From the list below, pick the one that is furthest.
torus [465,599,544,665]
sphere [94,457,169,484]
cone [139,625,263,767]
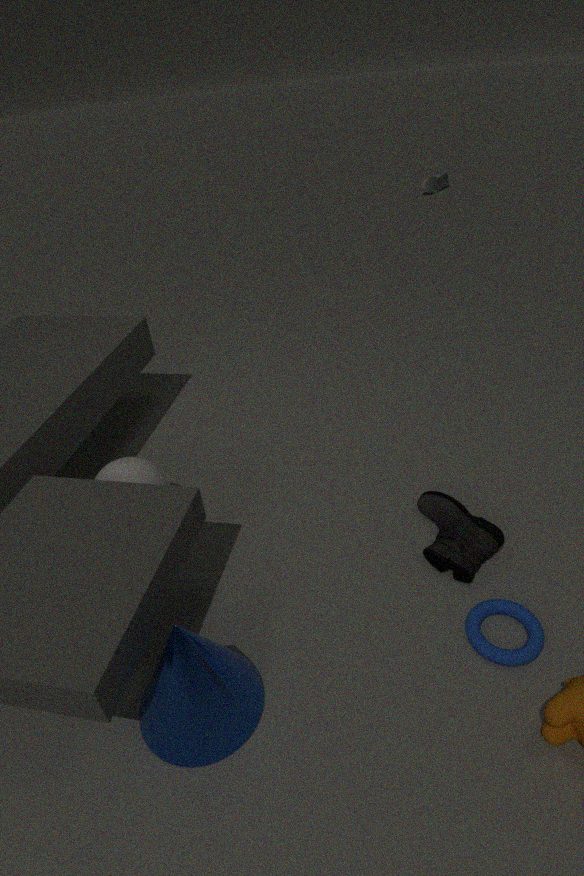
sphere [94,457,169,484]
